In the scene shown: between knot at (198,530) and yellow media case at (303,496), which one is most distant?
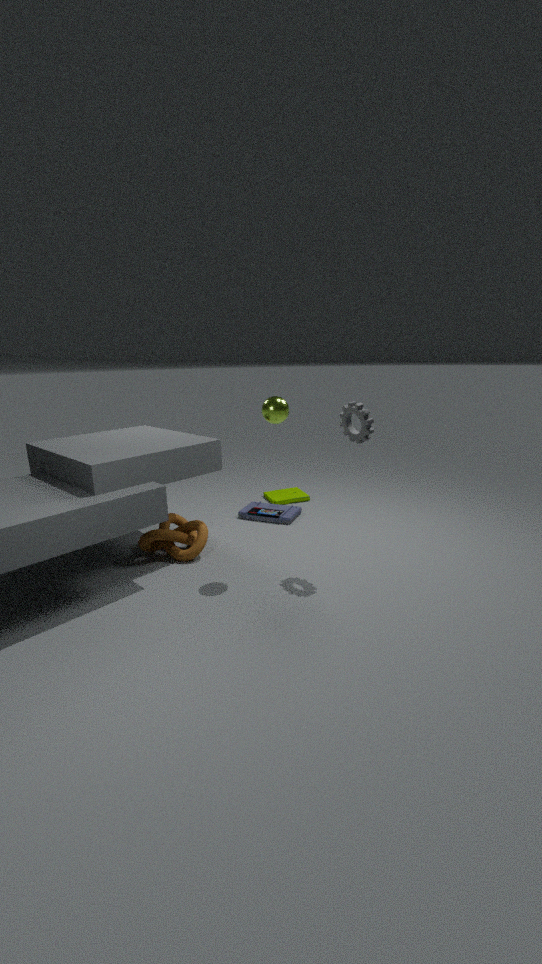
yellow media case at (303,496)
